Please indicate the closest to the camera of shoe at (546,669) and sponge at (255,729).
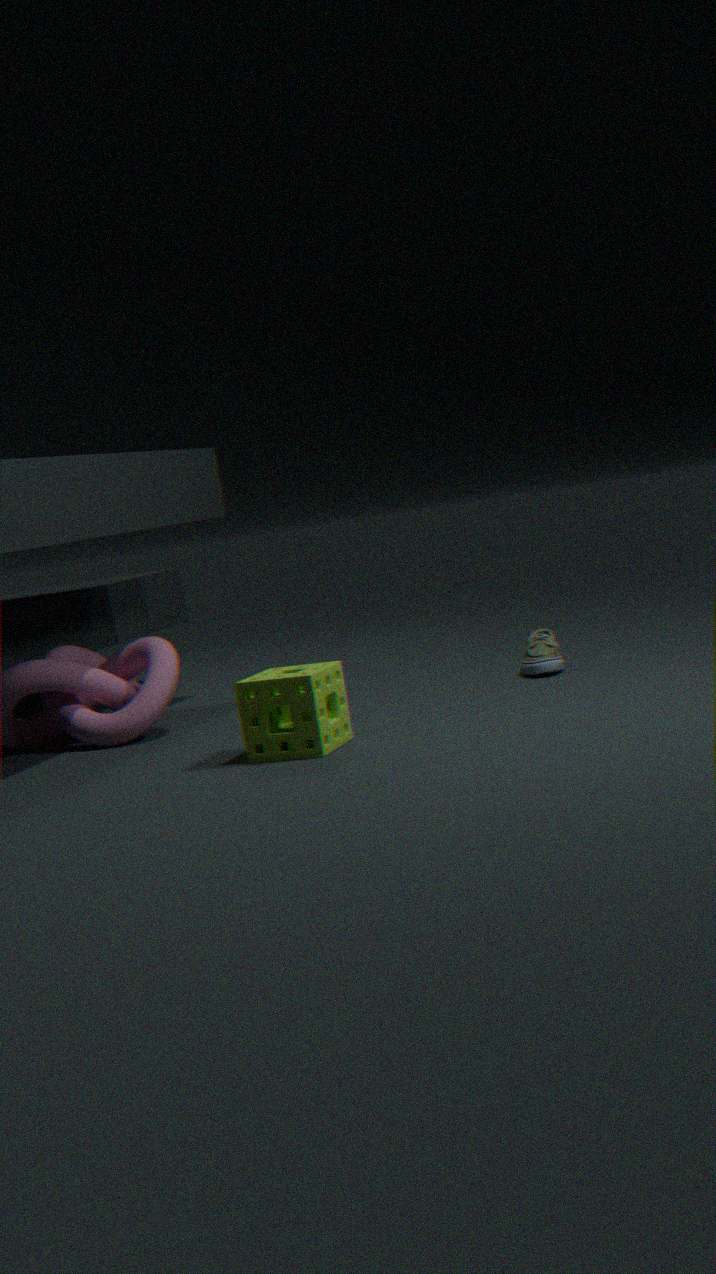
sponge at (255,729)
